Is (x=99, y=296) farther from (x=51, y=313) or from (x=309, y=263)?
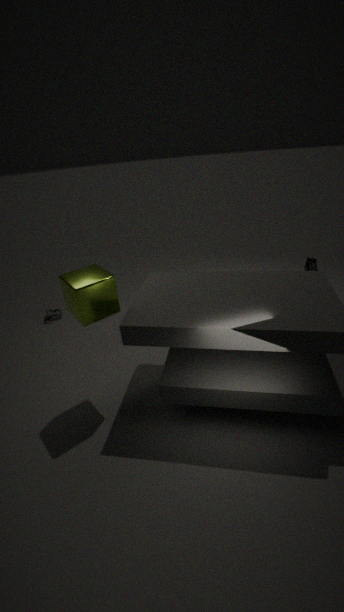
(x=309, y=263)
